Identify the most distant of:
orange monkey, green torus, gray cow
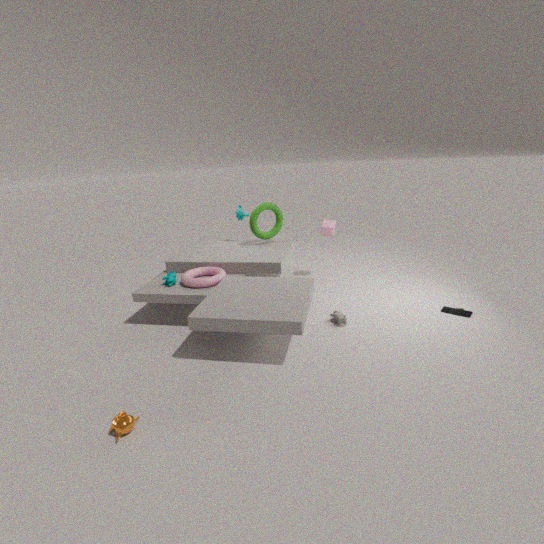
green torus
